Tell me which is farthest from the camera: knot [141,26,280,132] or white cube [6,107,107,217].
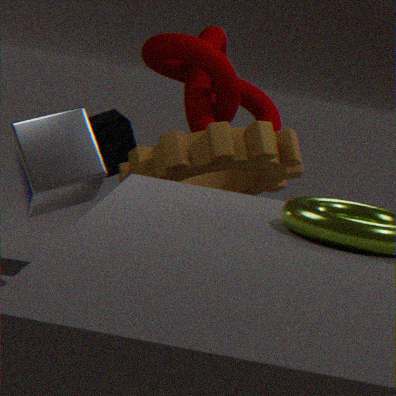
knot [141,26,280,132]
